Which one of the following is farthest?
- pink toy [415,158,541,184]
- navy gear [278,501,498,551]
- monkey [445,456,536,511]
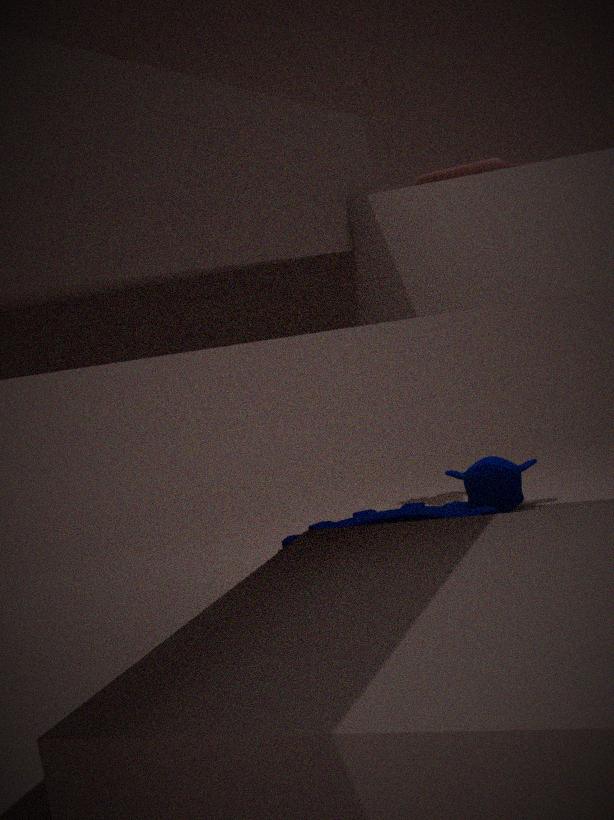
monkey [445,456,536,511]
